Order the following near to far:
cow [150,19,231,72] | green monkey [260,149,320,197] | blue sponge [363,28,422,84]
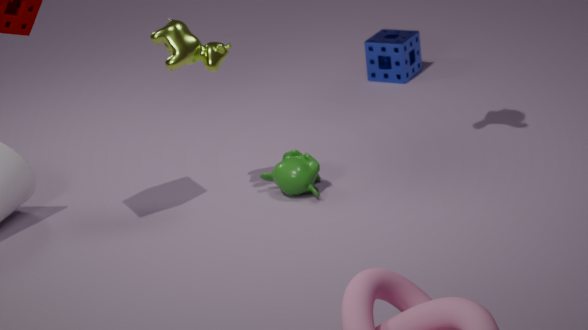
cow [150,19,231,72]
green monkey [260,149,320,197]
blue sponge [363,28,422,84]
